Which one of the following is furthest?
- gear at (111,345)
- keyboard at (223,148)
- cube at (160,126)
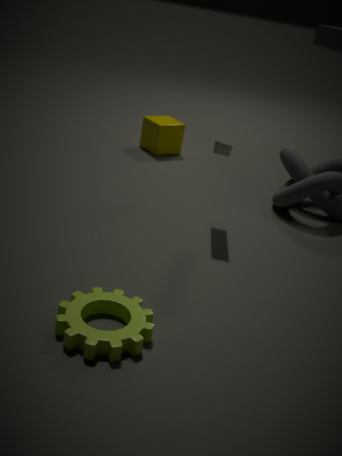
cube at (160,126)
